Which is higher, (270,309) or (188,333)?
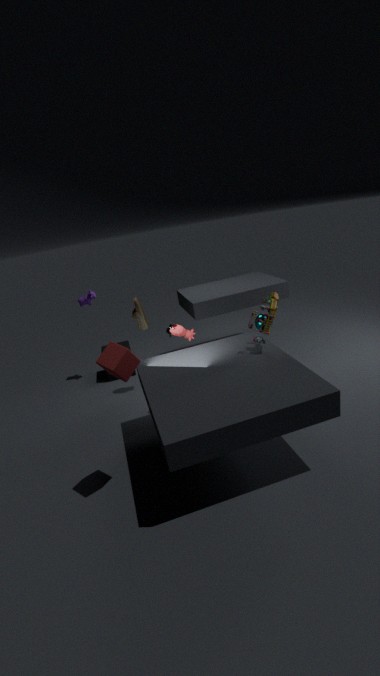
(270,309)
